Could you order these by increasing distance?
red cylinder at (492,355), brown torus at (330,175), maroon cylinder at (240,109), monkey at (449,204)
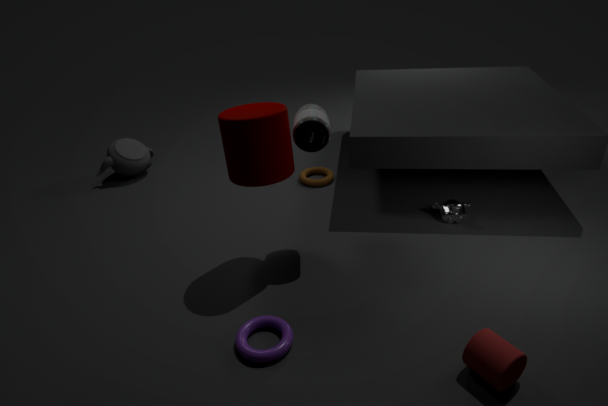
1. red cylinder at (492,355)
2. maroon cylinder at (240,109)
3. monkey at (449,204)
4. brown torus at (330,175)
